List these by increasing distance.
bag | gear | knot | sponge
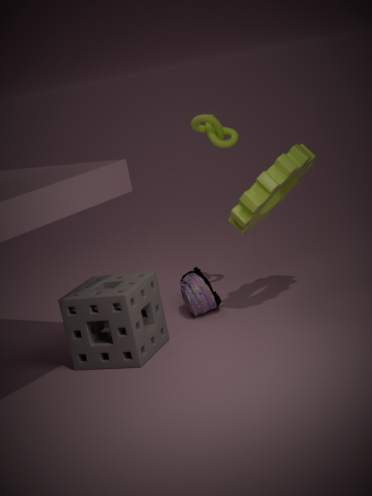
1. sponge
2. gear
3. bag
4. knot
